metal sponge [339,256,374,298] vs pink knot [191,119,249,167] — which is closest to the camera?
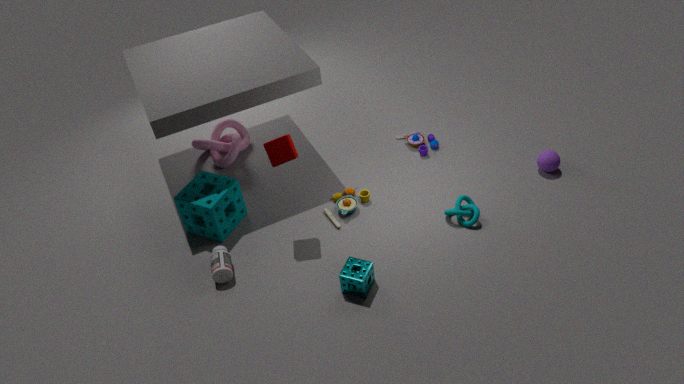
metal sponge [339,256,374,298]
